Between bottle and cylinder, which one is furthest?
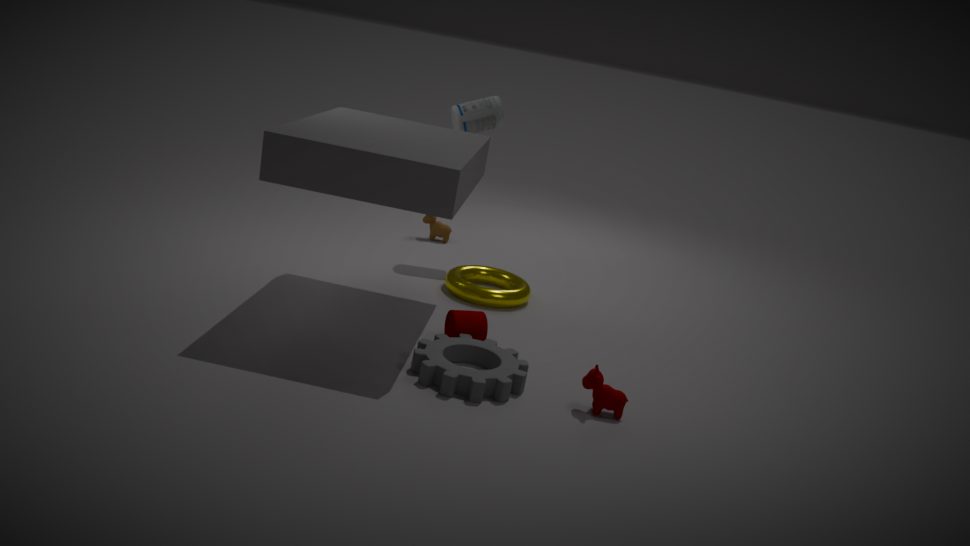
bottle
